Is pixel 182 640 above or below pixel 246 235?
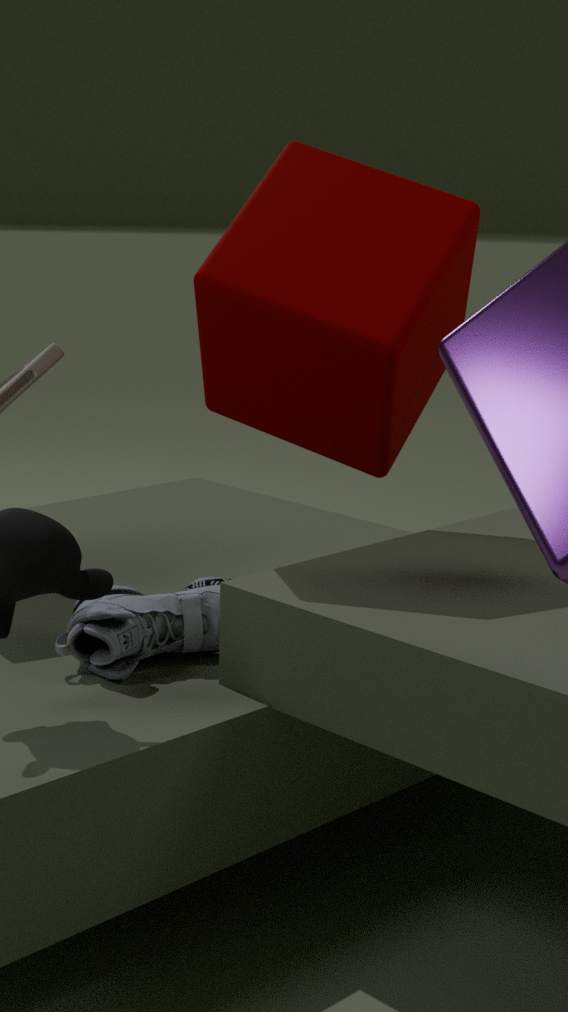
below
